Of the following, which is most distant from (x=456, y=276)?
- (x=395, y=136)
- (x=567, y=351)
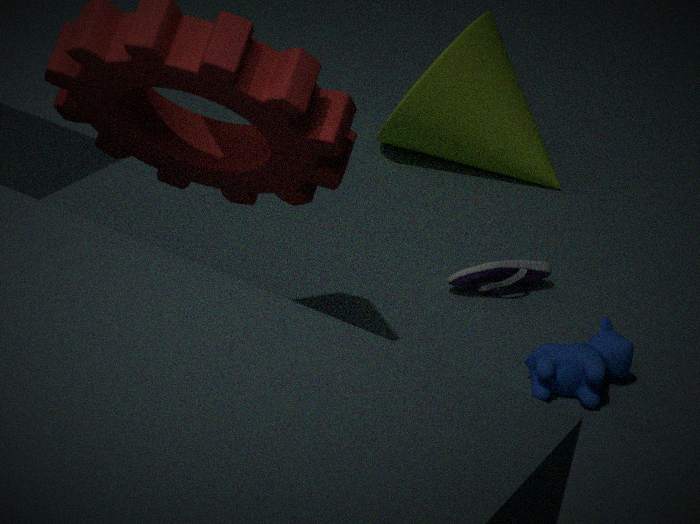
(x=395, y=136)
